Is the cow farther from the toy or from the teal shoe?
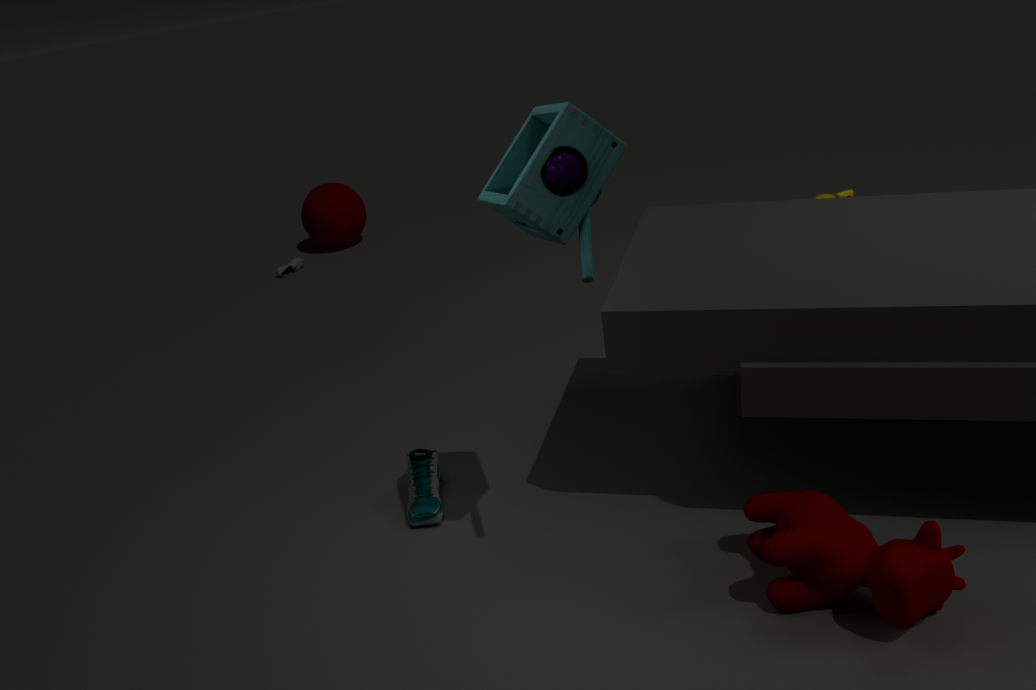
the teal shoe
